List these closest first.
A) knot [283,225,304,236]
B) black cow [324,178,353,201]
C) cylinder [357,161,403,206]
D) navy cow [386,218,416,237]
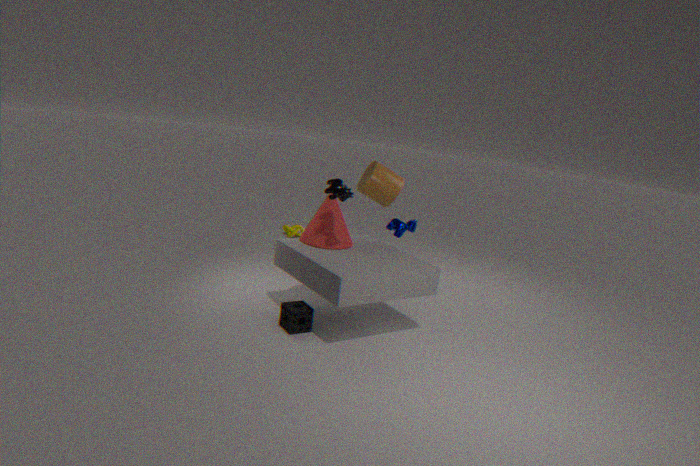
black cow [324,178,353,201], navy cow [386,218,416,237], cylinder [357,161,403,206], knot [283,225,304,236]
